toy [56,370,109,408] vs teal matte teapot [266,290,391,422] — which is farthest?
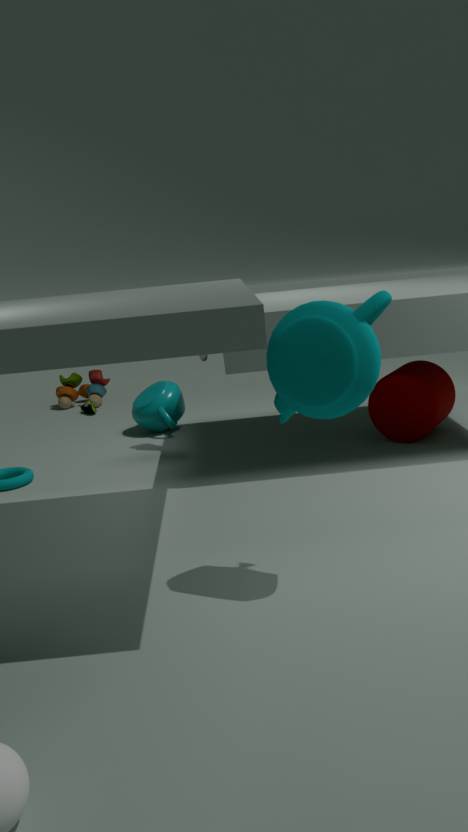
toy [56,370,109,408]
